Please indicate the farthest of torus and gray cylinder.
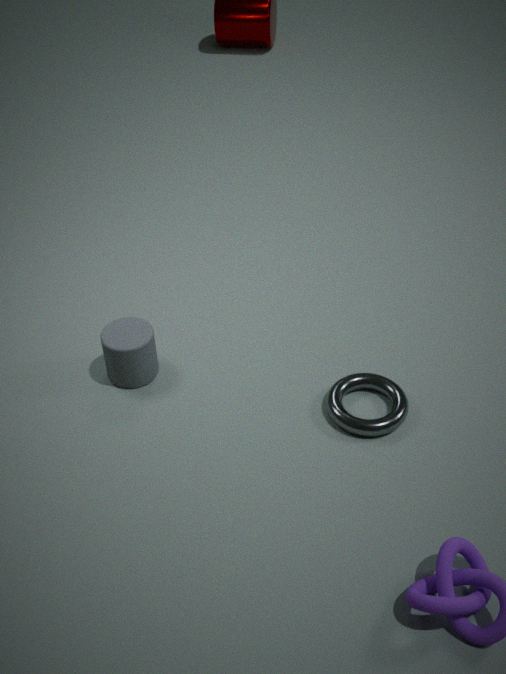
gray cylinder
